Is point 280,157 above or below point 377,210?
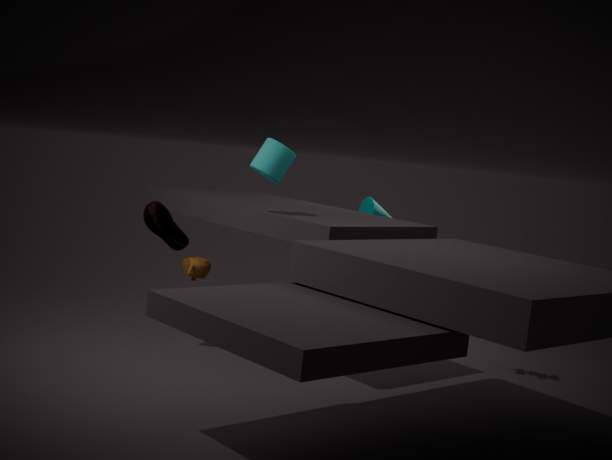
above
